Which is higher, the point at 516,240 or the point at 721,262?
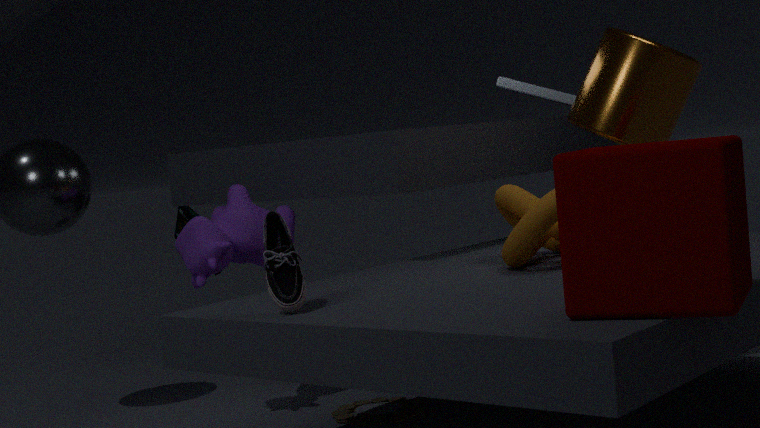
the point at 721,262
